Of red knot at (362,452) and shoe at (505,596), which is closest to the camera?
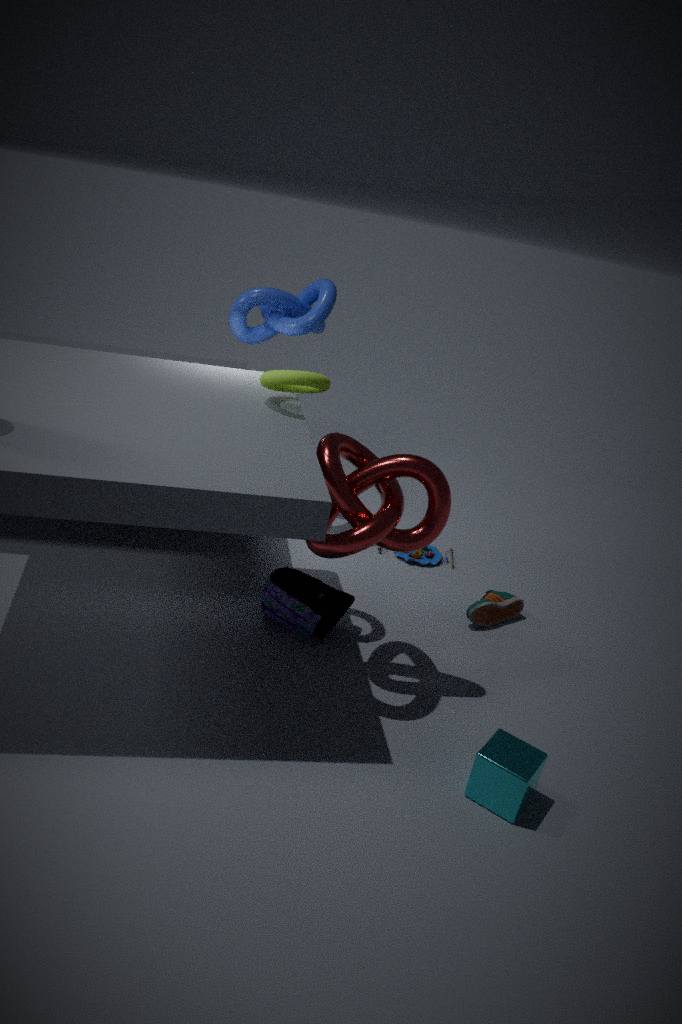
red knot at (362,452)
